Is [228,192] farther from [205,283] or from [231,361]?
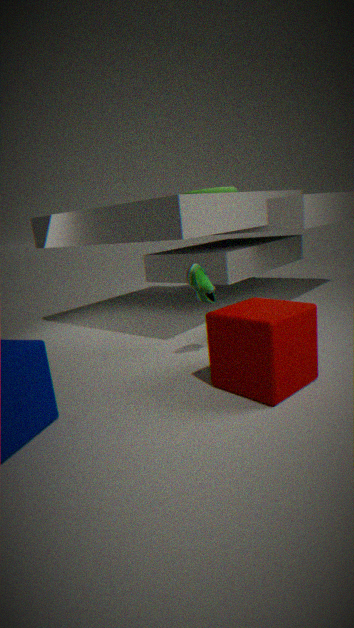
[231,361]
